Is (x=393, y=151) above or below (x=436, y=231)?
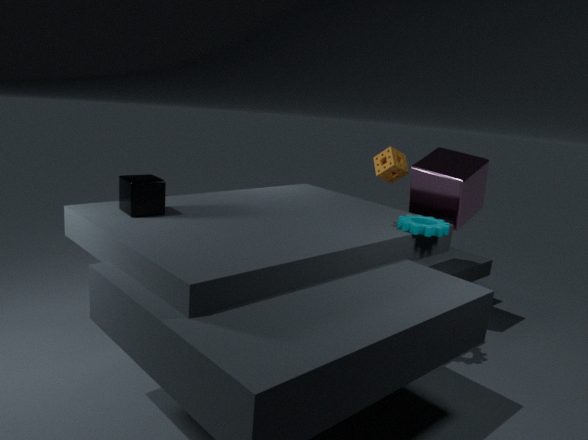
above
